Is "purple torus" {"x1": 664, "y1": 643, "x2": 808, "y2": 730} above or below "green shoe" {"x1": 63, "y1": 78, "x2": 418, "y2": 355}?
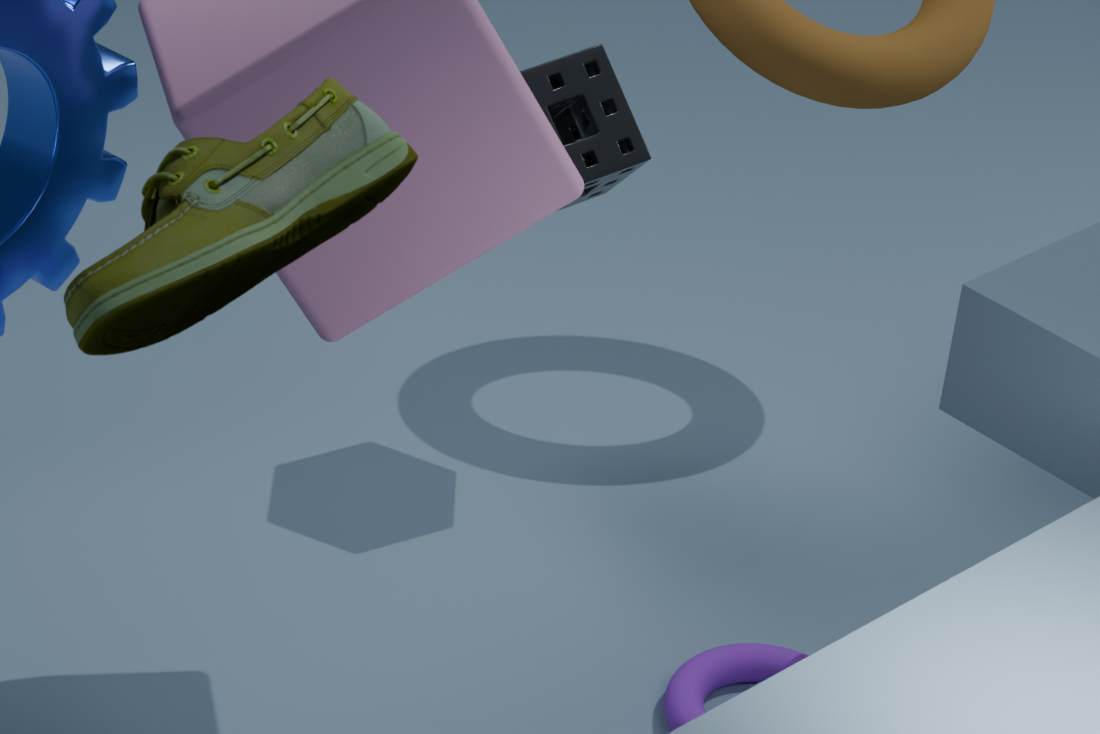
below
